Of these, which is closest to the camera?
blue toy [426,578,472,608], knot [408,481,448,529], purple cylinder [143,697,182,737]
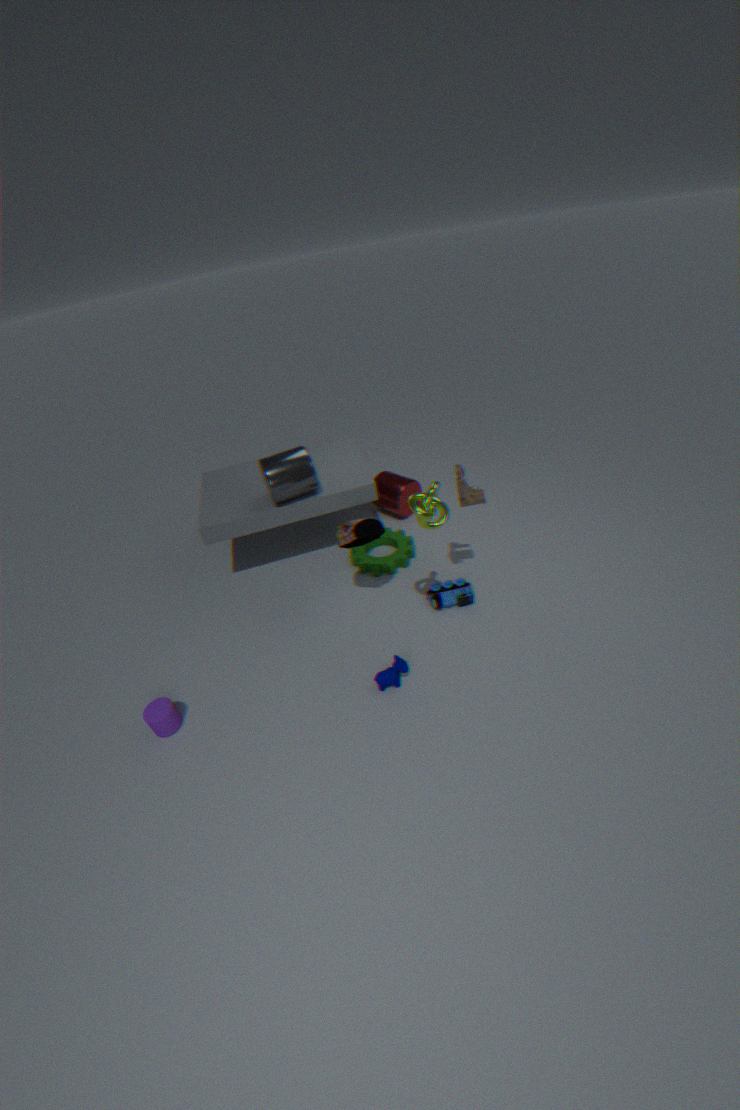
knot [408,481,448,529]
